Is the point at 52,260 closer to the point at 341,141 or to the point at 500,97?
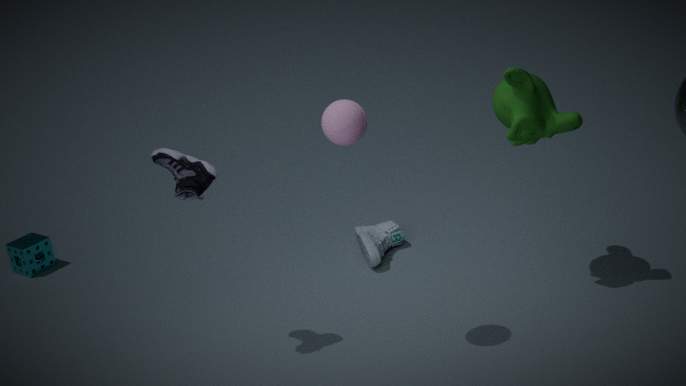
the point at 341,141
